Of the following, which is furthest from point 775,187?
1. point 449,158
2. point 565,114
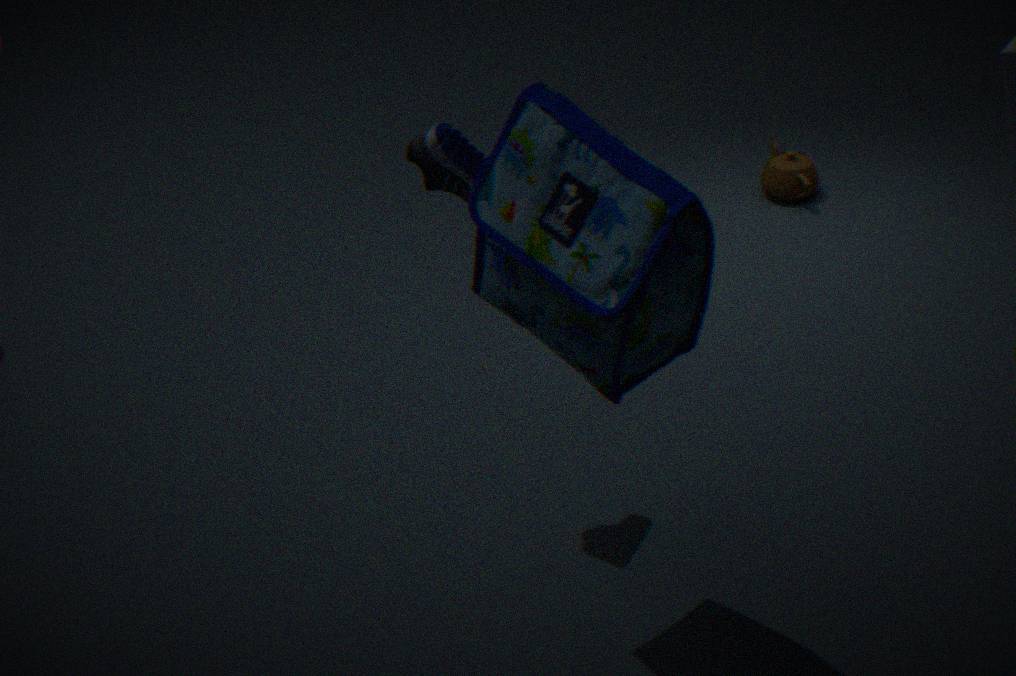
point 565,114
